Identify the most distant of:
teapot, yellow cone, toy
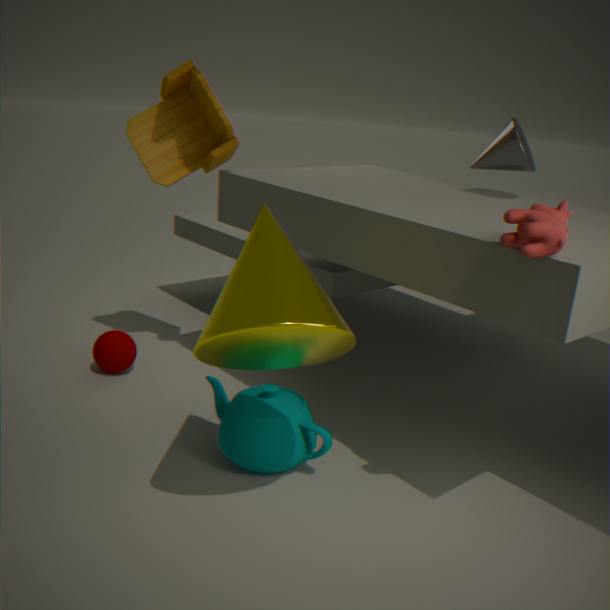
toy
